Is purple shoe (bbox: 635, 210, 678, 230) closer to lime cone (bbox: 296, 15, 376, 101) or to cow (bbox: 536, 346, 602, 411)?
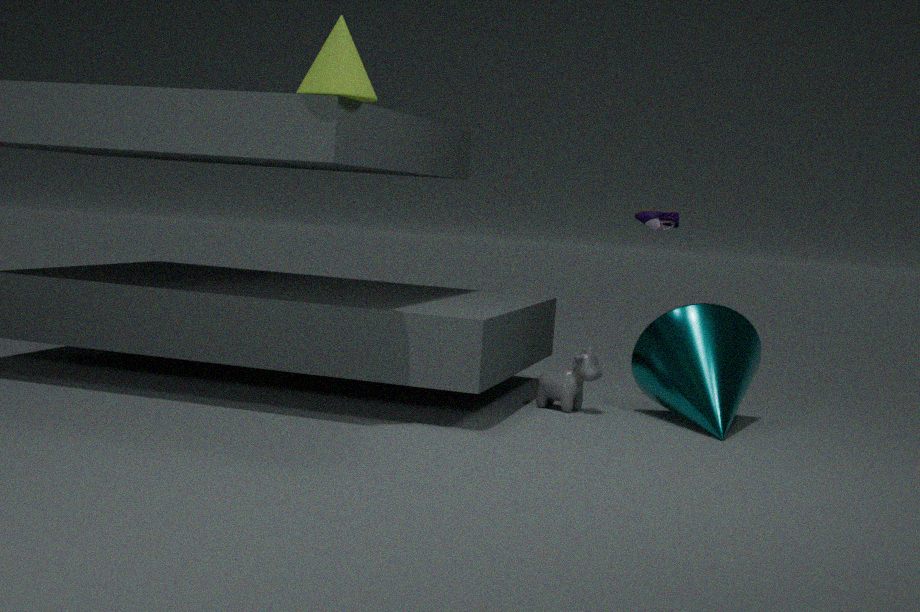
cow (bbox: 536, 346, 602, 411)
